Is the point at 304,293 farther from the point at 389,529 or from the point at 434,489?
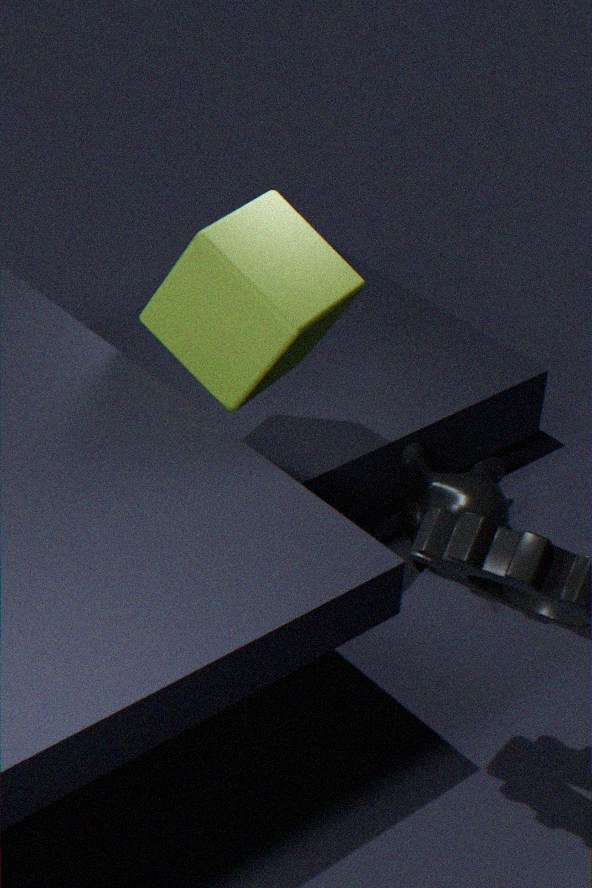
the point at 434,489
